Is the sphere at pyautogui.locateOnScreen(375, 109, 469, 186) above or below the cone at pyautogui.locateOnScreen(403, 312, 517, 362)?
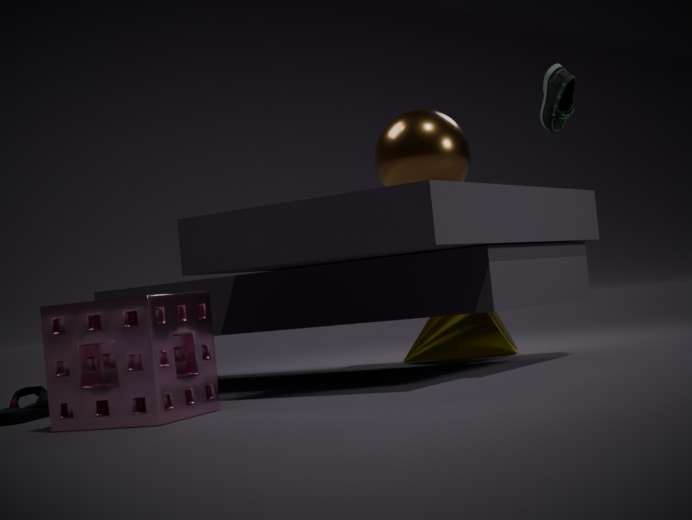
above
